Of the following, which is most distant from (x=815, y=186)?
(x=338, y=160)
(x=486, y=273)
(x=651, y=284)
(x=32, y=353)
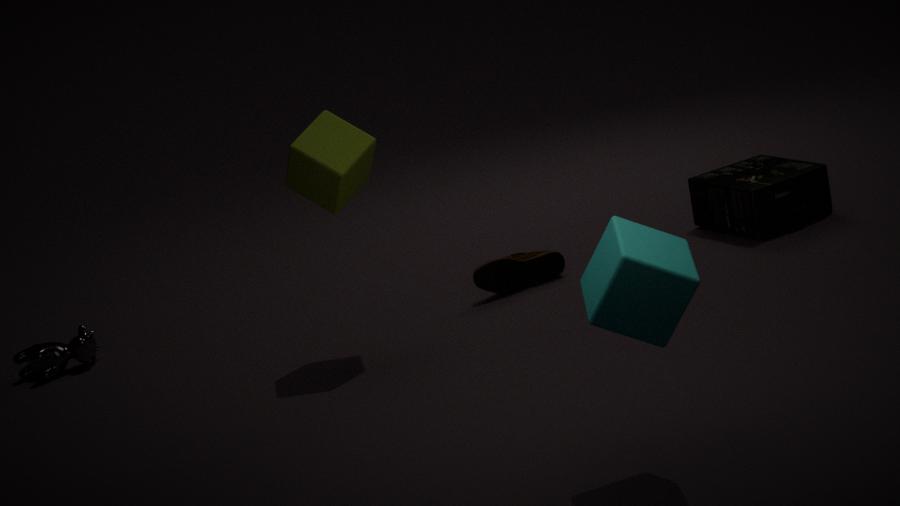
(x=32, y=353)
